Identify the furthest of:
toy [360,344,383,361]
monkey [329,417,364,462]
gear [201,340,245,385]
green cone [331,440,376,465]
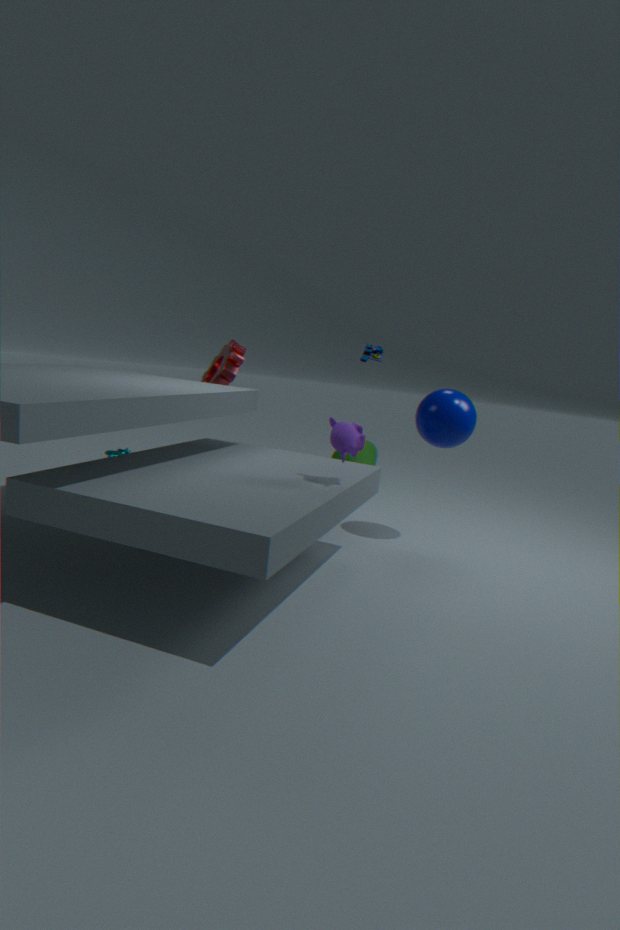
green cone [331,440,376,465]
